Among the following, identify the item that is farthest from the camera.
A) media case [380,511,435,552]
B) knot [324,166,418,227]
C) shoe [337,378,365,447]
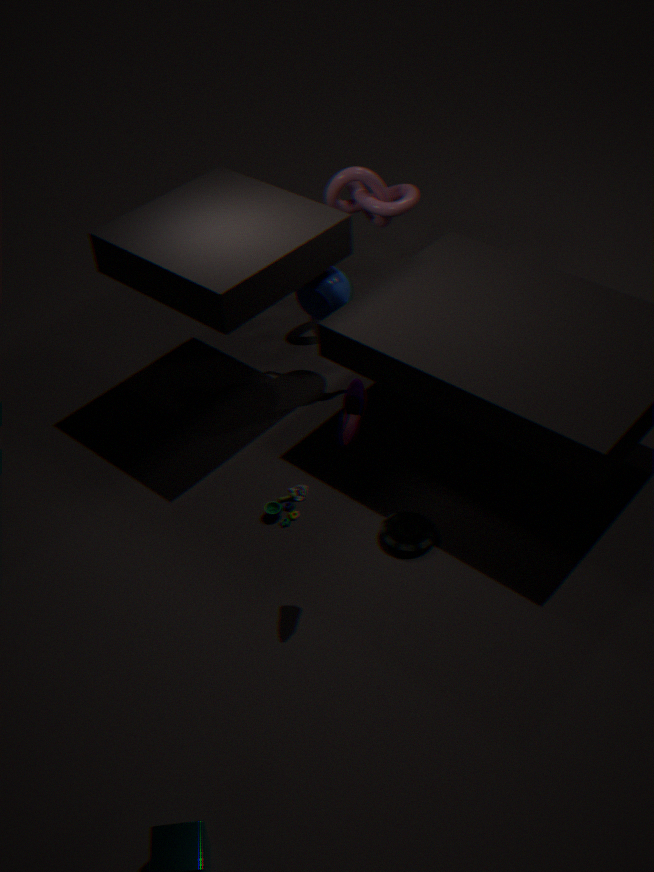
knot [324,166,418,227]
